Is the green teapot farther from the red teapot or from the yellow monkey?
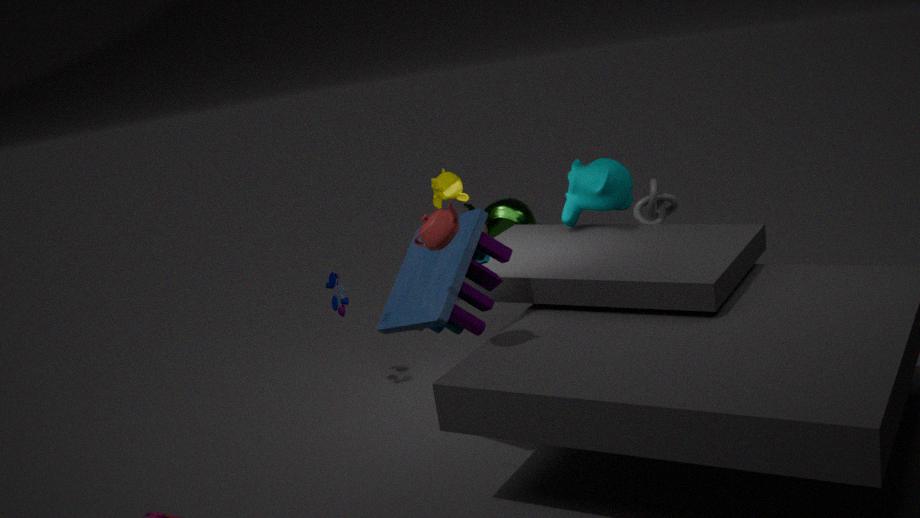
the red teapot
